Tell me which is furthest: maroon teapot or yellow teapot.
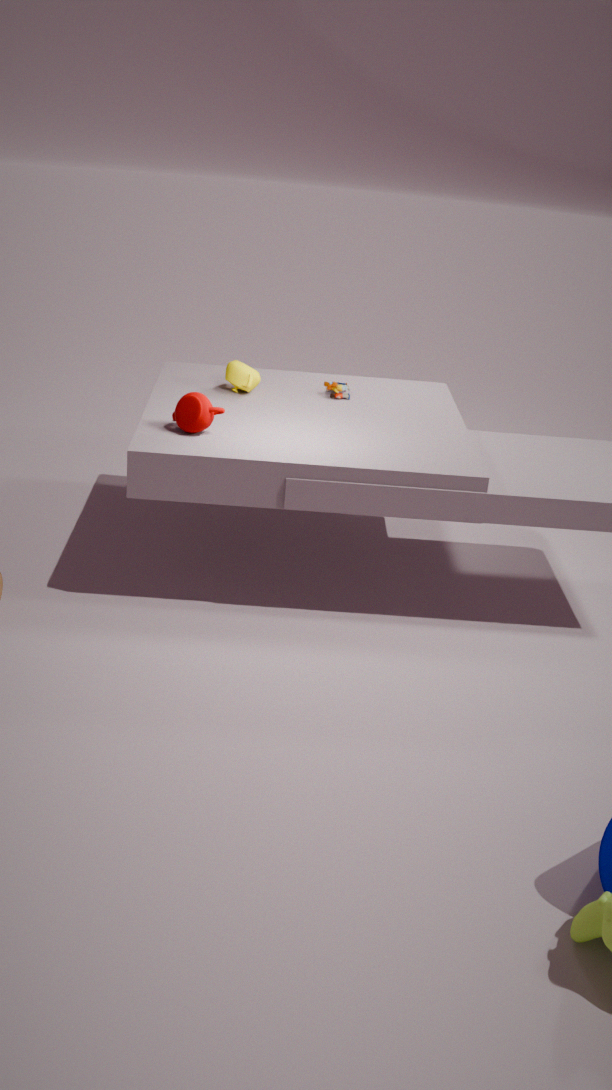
yellow teapot
